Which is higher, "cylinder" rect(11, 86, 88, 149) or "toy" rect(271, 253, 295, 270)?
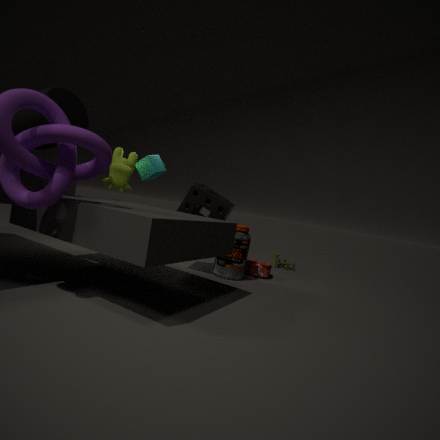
"cylinder" rect(11, 86, 88, 149)
